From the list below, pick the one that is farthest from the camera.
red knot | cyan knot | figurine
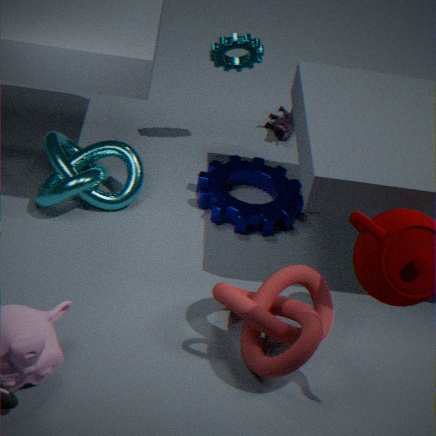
figurine
